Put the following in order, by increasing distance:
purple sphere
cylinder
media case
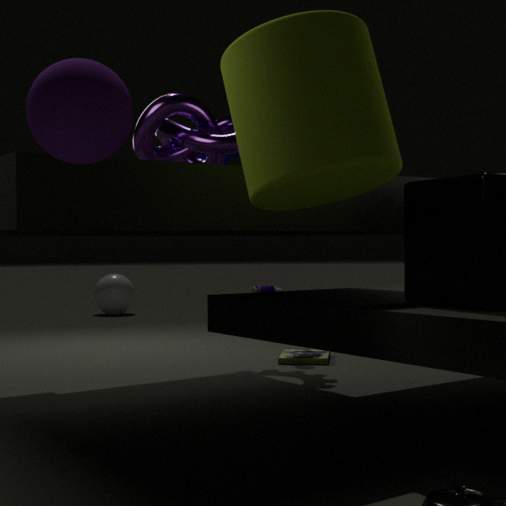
purple sphere, cylinder, media case
